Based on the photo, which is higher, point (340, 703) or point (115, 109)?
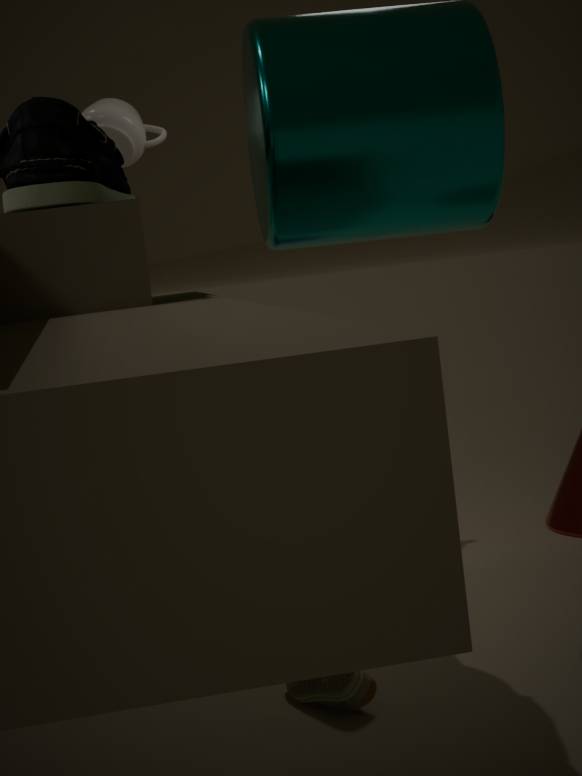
point (115, 109)
